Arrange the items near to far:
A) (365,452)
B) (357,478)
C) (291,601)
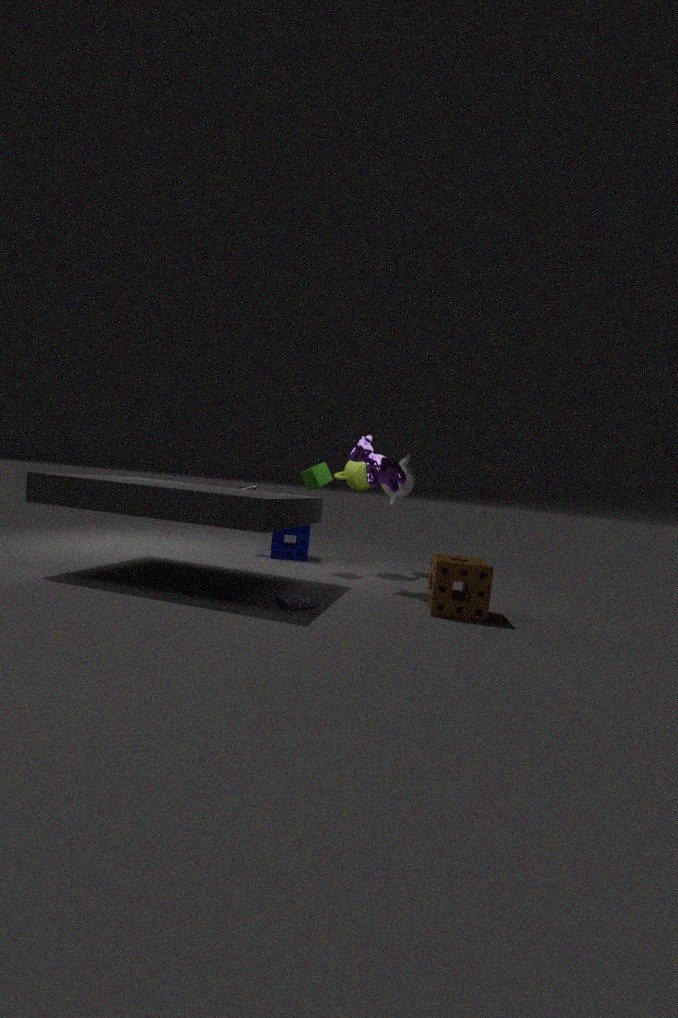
(291,601), (365,452), (357,478)
